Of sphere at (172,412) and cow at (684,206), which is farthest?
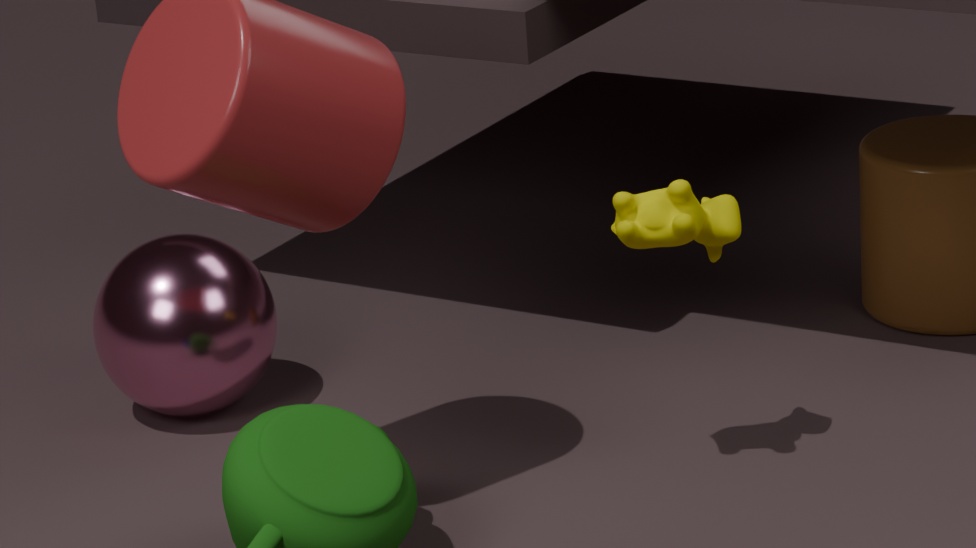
sphere at (172,412)
